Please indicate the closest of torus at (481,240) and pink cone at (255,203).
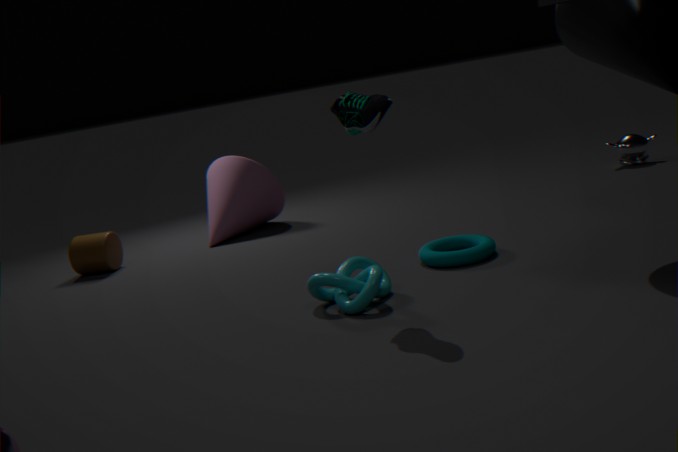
torus at (481,240)
